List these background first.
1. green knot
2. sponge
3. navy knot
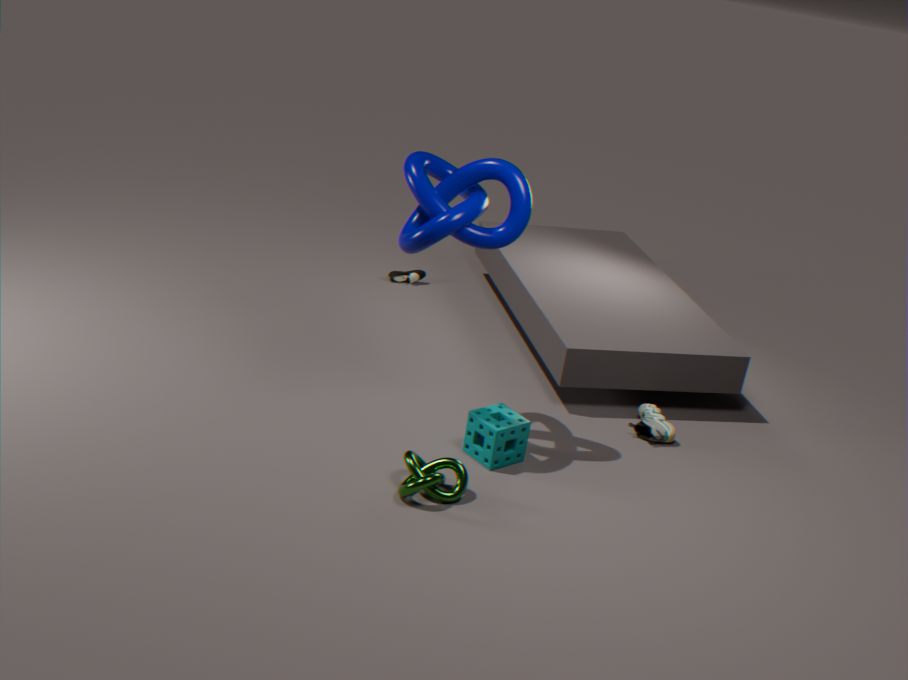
sponge → navy knot → green knot
